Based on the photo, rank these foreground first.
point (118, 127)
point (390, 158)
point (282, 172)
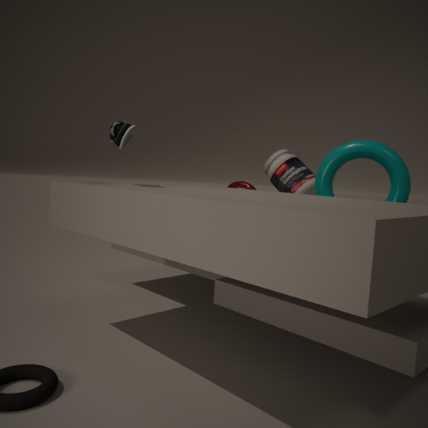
point (118, 127), point (390, 158), point (282, 172)
